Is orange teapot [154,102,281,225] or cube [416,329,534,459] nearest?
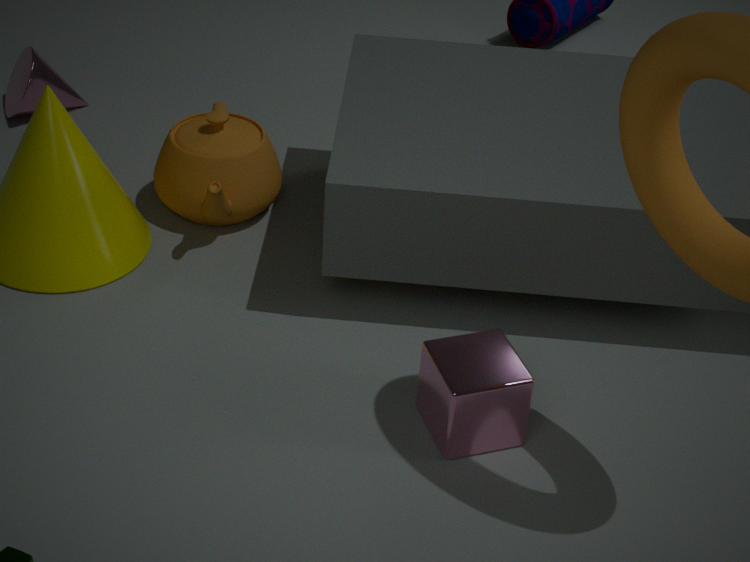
cube [416,329,534,459]
